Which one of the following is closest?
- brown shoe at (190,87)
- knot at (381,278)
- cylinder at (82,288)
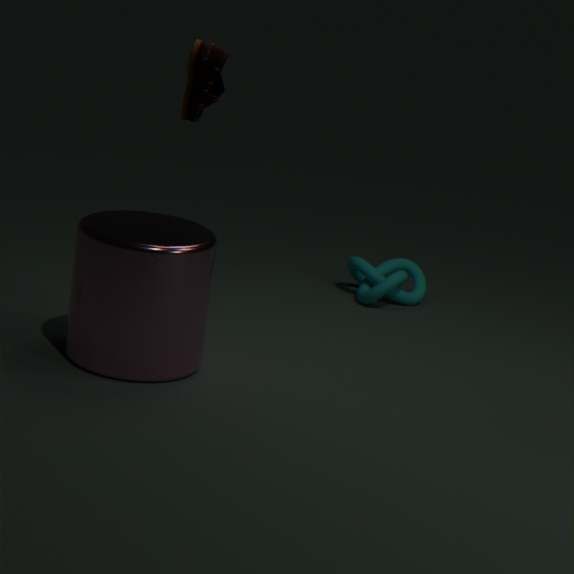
cylinder at (82,288)
